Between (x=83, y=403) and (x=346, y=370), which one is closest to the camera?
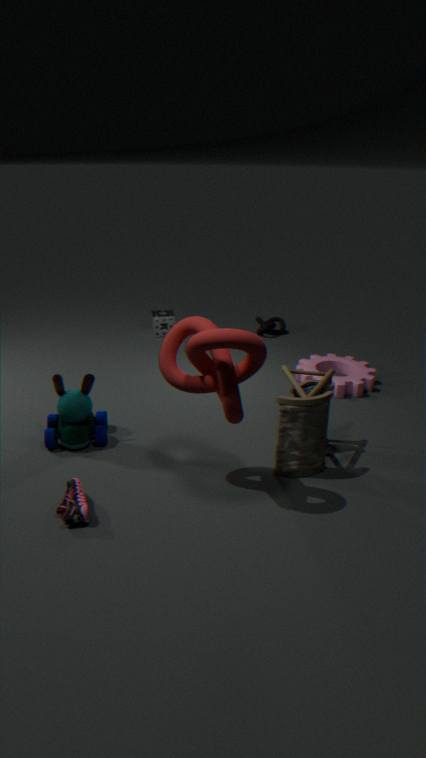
(x=83, y=403)
